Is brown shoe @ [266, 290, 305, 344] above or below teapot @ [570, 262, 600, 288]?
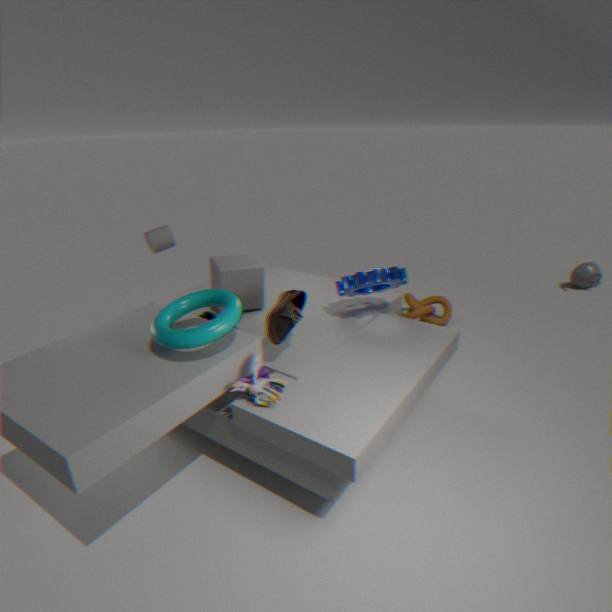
above
